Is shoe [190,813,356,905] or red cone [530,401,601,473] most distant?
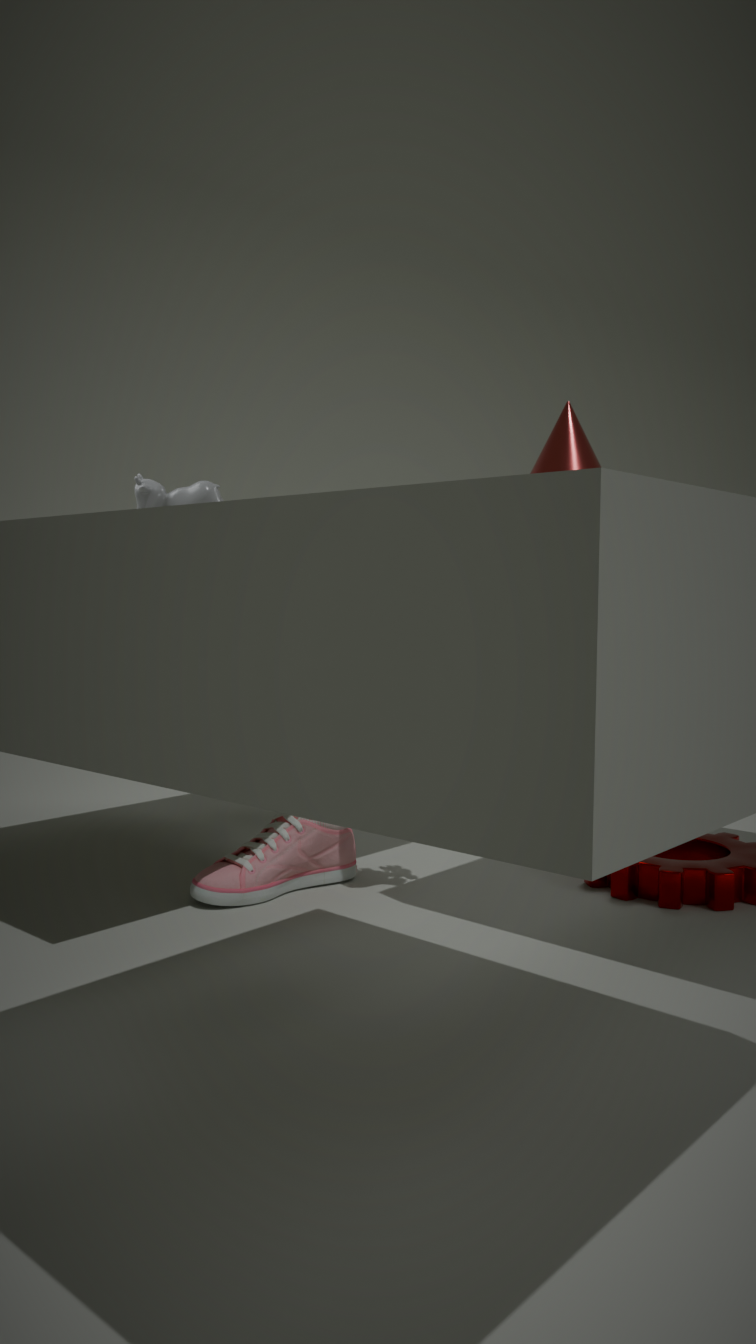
shoe [190,813,356,905]
